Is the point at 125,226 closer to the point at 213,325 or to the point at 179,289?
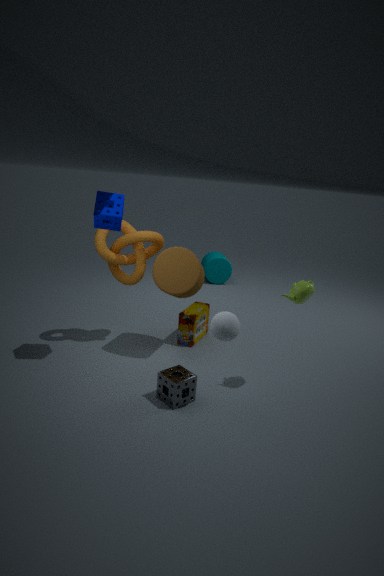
the point at 179,289
